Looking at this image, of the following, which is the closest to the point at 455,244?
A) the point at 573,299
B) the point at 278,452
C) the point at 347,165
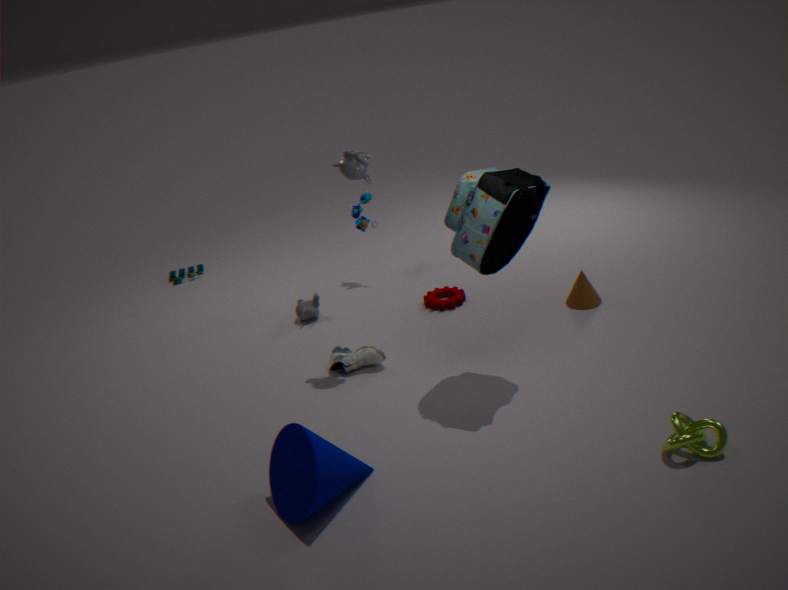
the point at 347,165
